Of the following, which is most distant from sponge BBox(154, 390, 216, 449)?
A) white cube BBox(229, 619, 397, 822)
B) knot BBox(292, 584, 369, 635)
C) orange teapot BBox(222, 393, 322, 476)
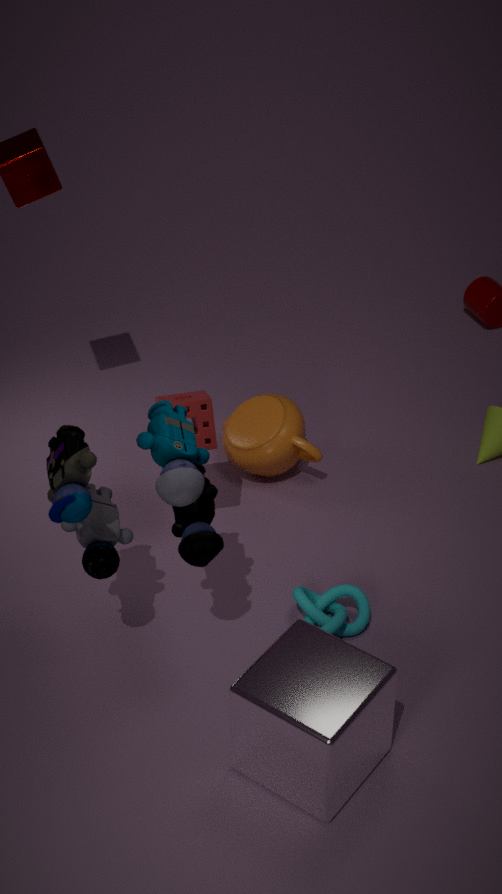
white cube BBox(229, 619, 397, 822)
